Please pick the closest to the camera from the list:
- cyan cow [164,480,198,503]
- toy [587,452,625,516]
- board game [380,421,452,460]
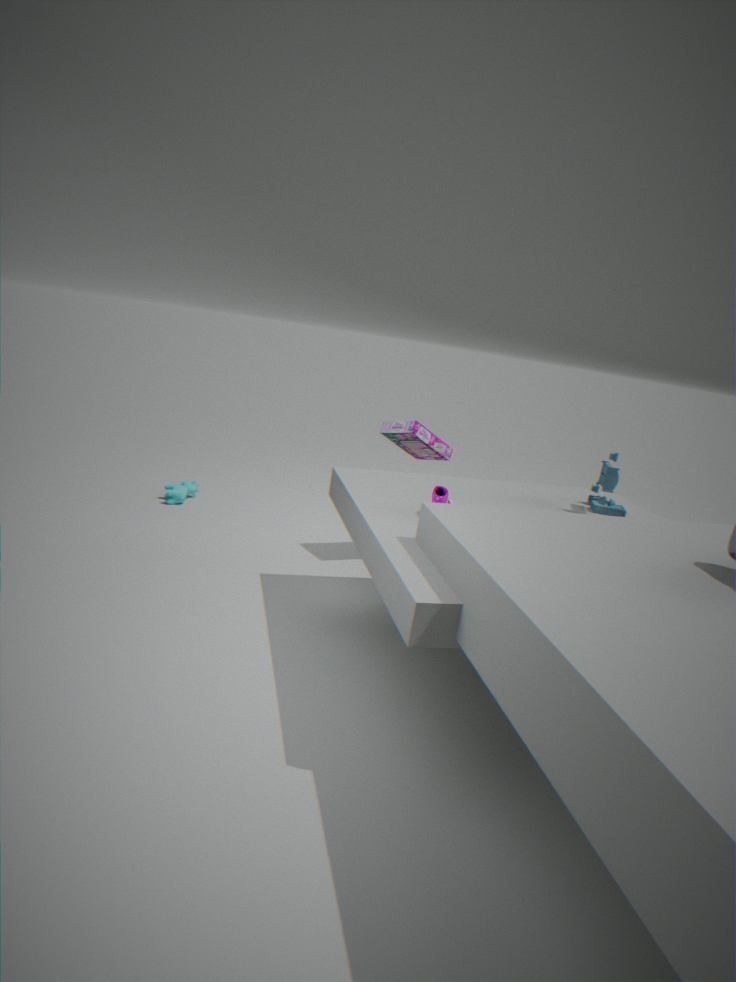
toy [587,452,625,516]
